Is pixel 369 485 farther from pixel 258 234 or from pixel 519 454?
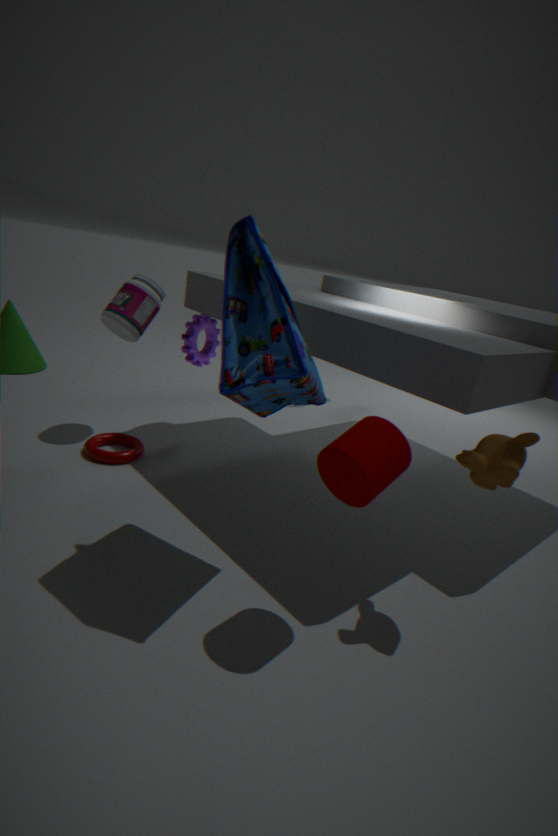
pixel 258 234
